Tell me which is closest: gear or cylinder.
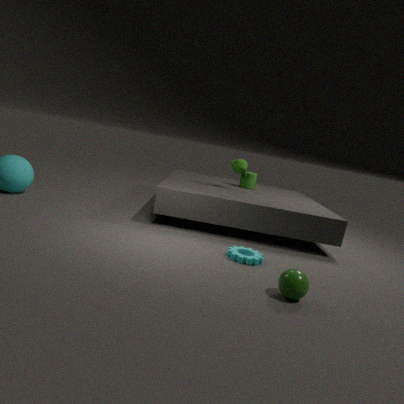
gear
